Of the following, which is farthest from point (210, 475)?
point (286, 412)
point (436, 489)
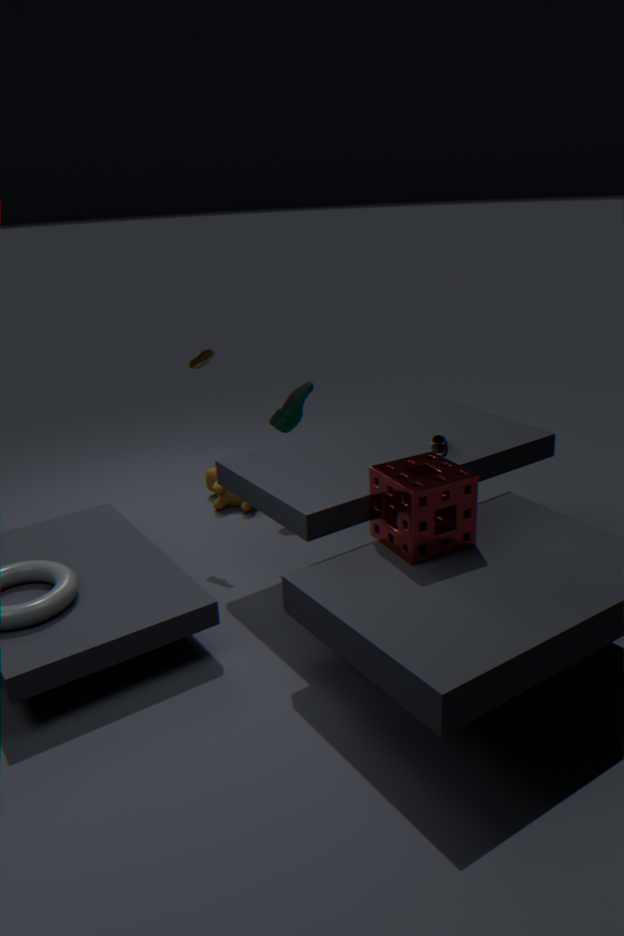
point (436, 489)
